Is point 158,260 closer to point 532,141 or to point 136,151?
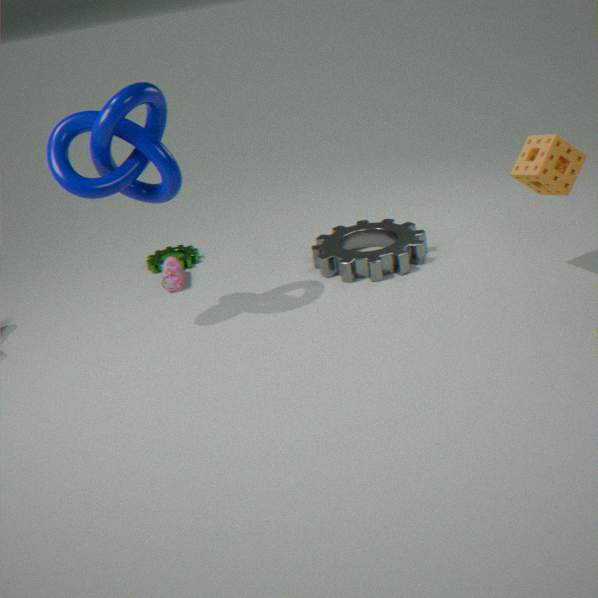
point 136,151
